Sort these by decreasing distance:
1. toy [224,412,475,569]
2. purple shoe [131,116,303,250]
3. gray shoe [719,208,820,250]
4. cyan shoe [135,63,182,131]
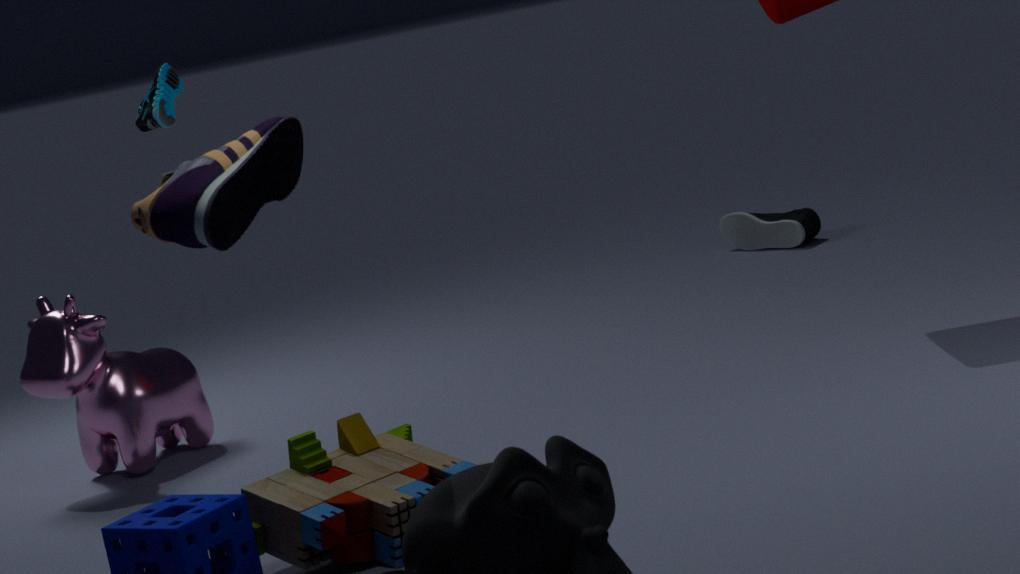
1. gray shoe [719,208,820,250]
2. cyan shoe [135,63,182,131]
3. toy [224,412,475,569]
4. purple shoe [131,116,303,250]
